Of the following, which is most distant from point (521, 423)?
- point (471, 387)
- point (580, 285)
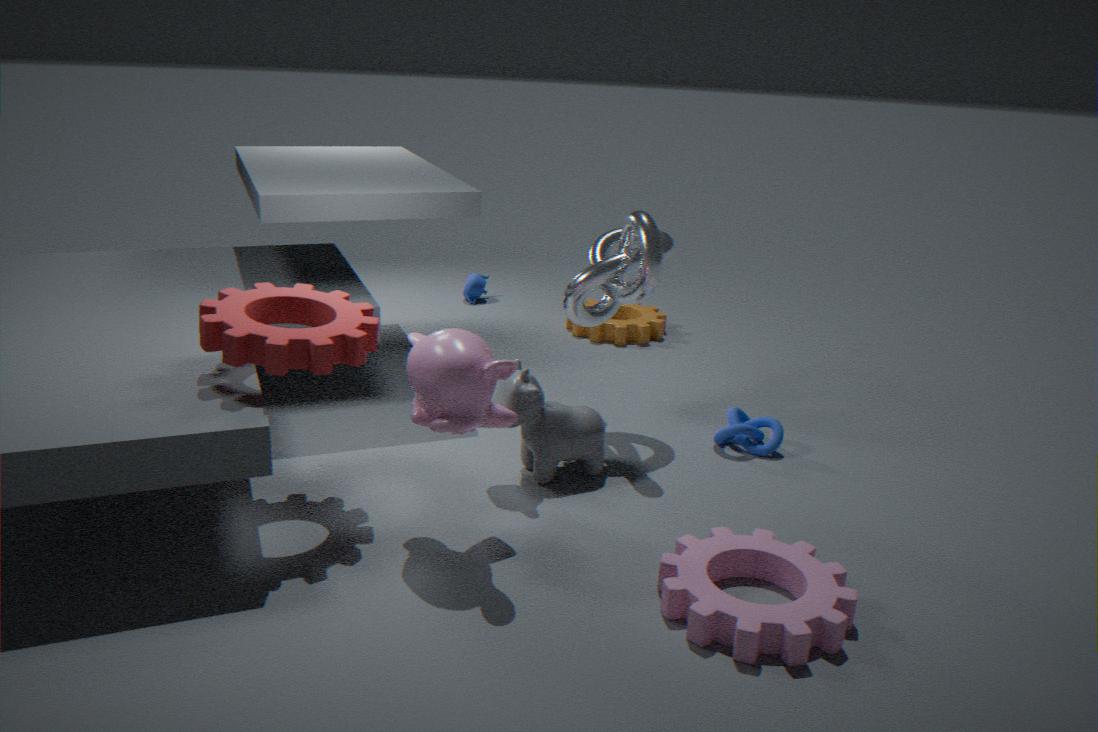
point (580, 285)
